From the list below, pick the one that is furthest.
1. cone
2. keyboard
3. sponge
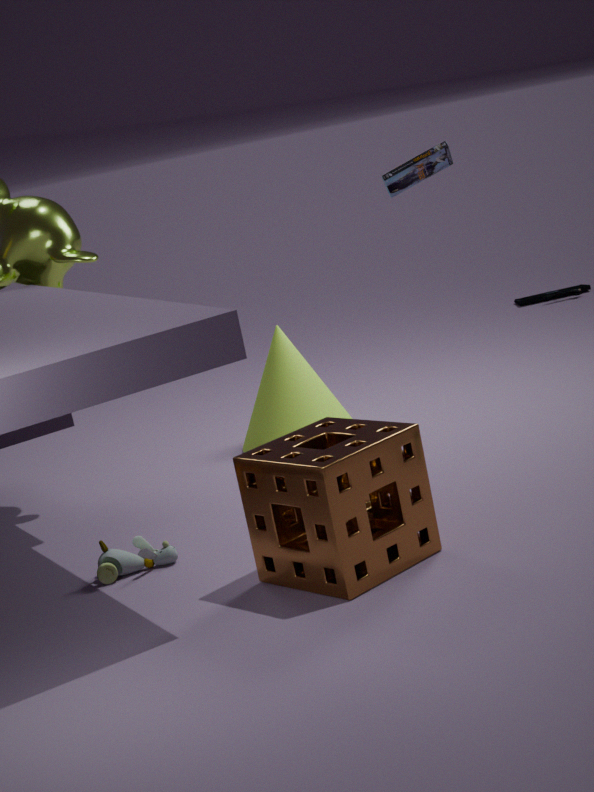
keyboard
